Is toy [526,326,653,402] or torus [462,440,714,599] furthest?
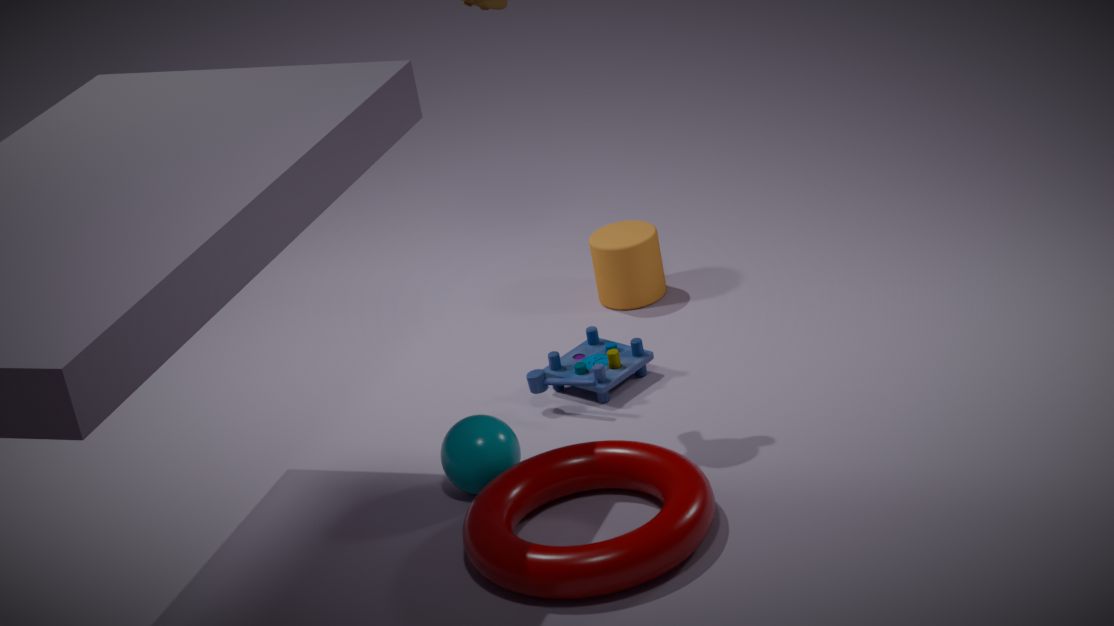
toy [526,326,653,402]
